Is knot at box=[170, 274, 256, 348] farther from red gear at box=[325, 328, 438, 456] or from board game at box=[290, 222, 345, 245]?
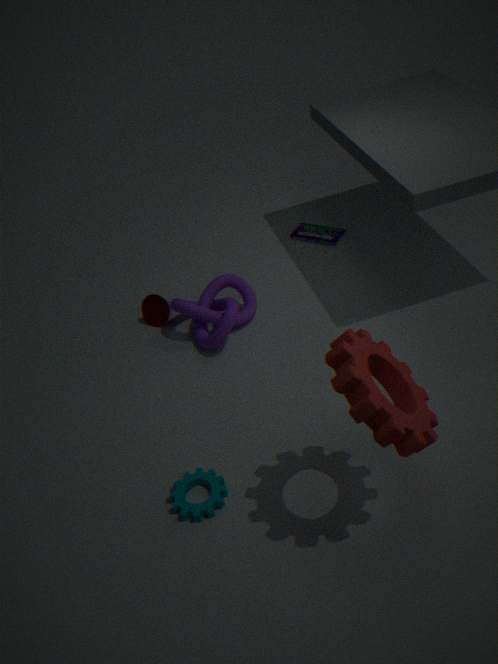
red gear at box=[325, 328, 438, 456]
